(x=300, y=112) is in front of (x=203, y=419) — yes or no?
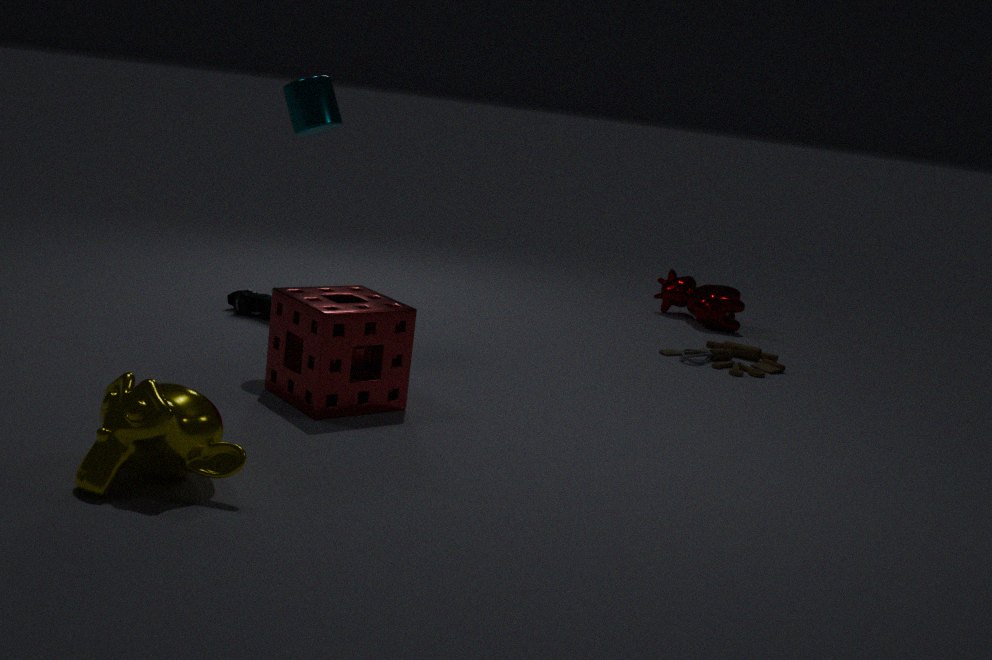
No
